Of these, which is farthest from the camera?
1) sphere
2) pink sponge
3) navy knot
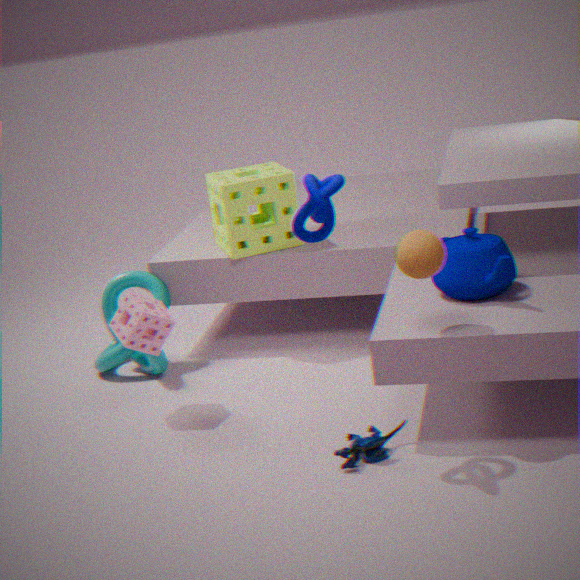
2. pink sponge
